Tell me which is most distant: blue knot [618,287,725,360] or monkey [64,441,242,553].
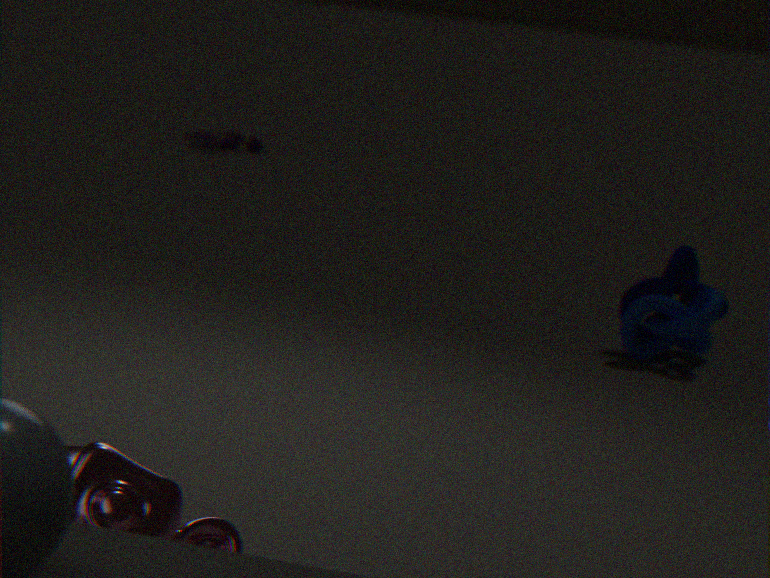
blue knot [618,287,725,360]
